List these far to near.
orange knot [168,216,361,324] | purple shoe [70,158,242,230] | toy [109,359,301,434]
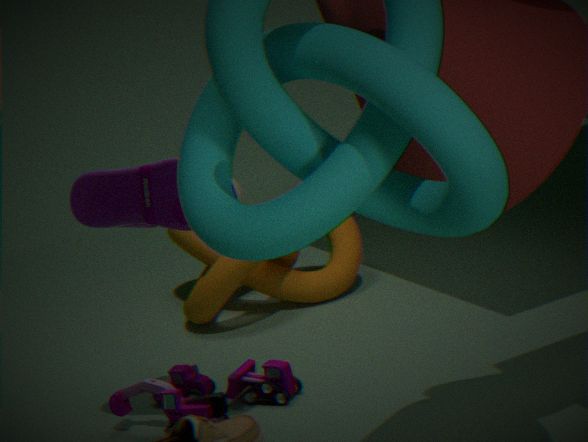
orange knot [168,216,361,324] < toy [109,359,301,434] < purple shoe [70,158,242,230]
